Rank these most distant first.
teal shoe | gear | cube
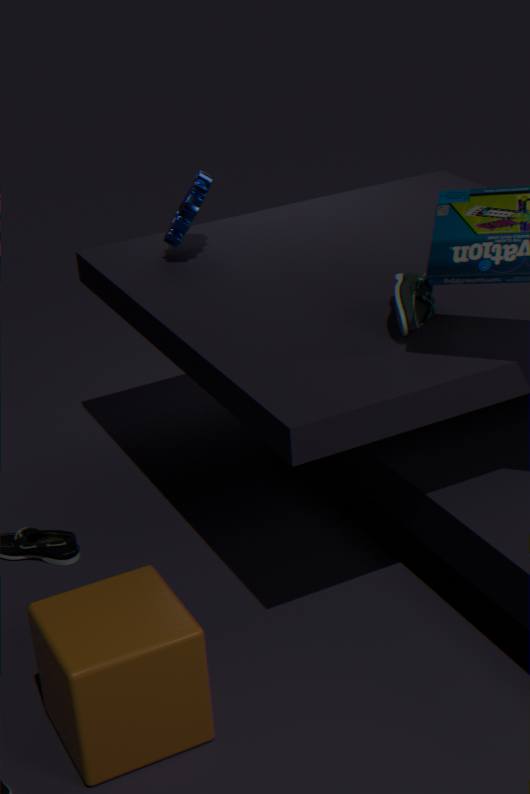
gear
teal shoe
cube
